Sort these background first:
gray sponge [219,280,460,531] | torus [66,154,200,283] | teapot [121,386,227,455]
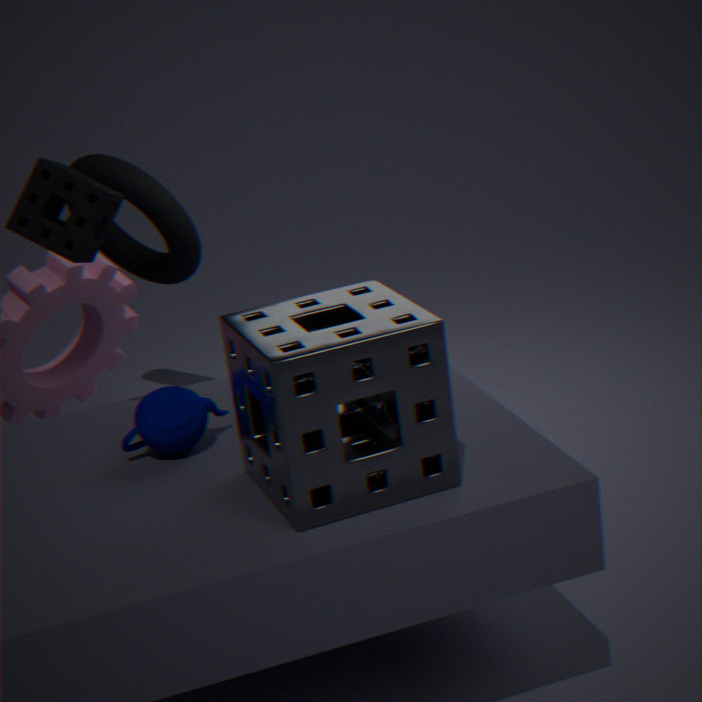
1. torus [66,154,200,283]
2. teapot [121,386,227,455]
3. gray sponge [219,280,460,531]
